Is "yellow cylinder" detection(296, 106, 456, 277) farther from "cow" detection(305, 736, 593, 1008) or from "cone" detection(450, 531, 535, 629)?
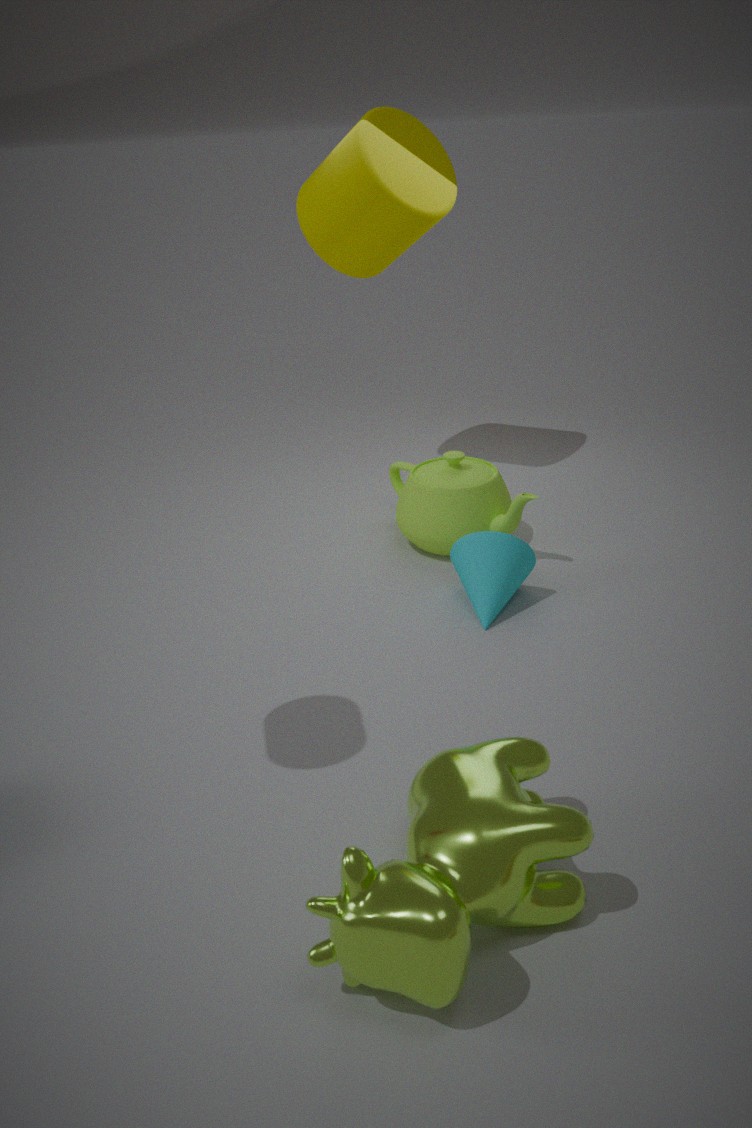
"cow" detection(305, 736, 593, 1008)
